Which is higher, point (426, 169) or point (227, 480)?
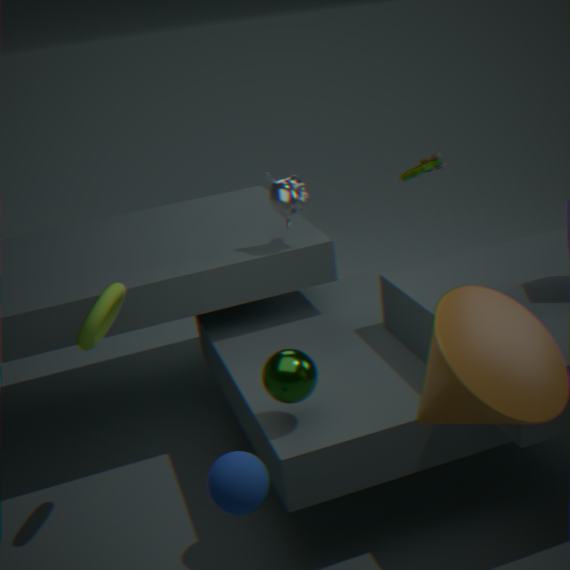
point (426, 169)
